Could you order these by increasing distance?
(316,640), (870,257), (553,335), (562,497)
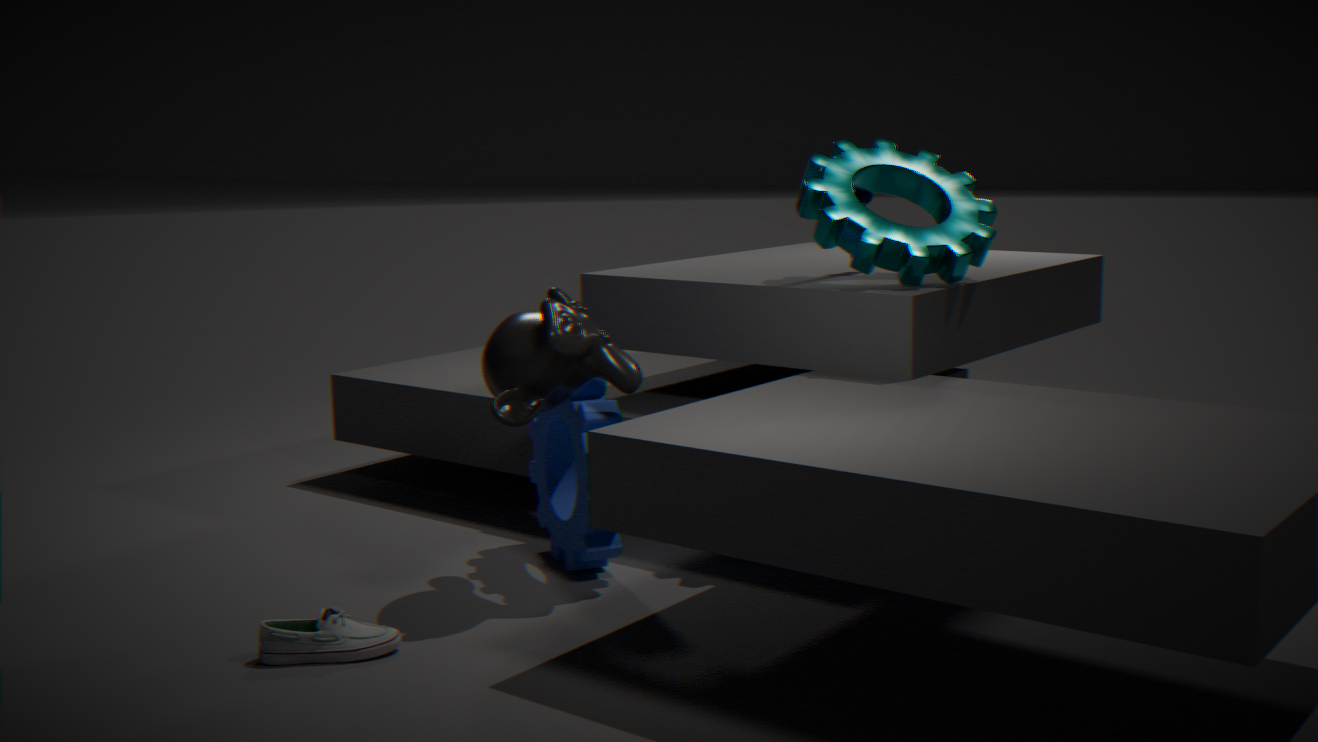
(316,640) < (553,335) < (870,257) < (562,497)
